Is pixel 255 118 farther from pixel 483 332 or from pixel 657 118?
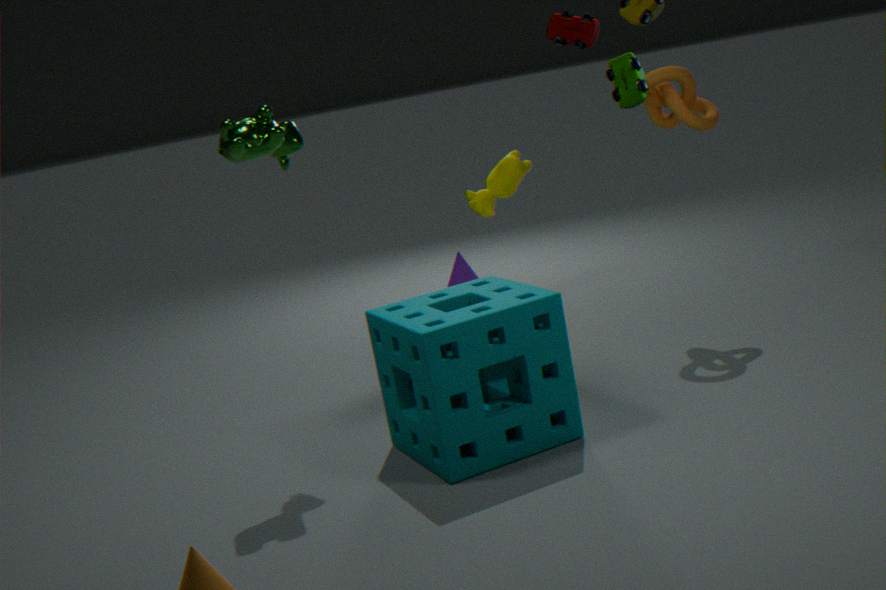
pixel 657 118
